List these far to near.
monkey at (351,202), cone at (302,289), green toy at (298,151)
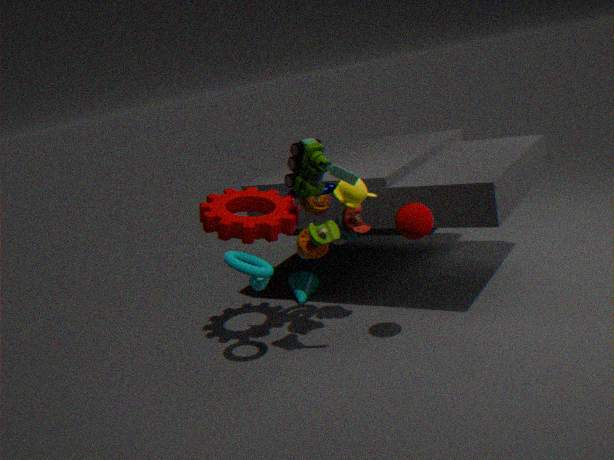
cone at (302,289) → monkey at (351,202) → green toy at (298,151)
